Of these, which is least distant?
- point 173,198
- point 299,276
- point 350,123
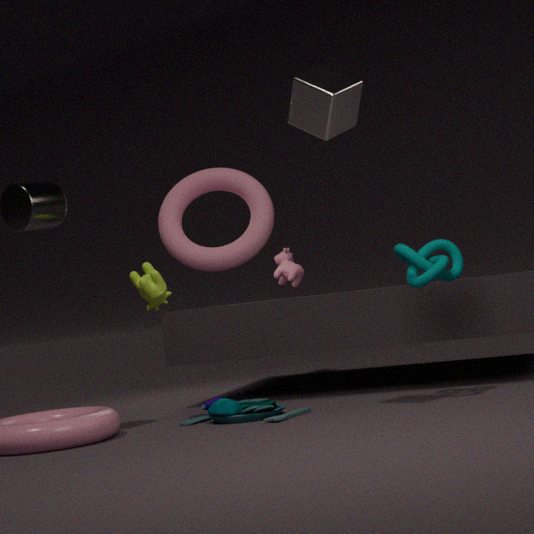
point 350,123
